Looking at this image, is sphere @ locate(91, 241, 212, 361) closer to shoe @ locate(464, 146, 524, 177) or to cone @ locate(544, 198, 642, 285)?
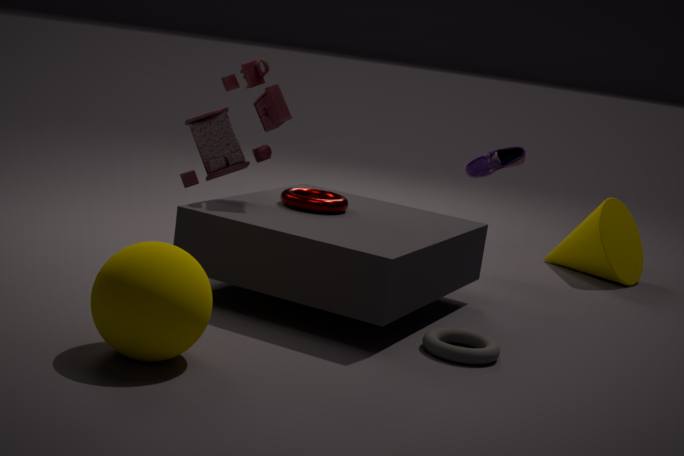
shoe @ locate(464, 146, 524, 177)
